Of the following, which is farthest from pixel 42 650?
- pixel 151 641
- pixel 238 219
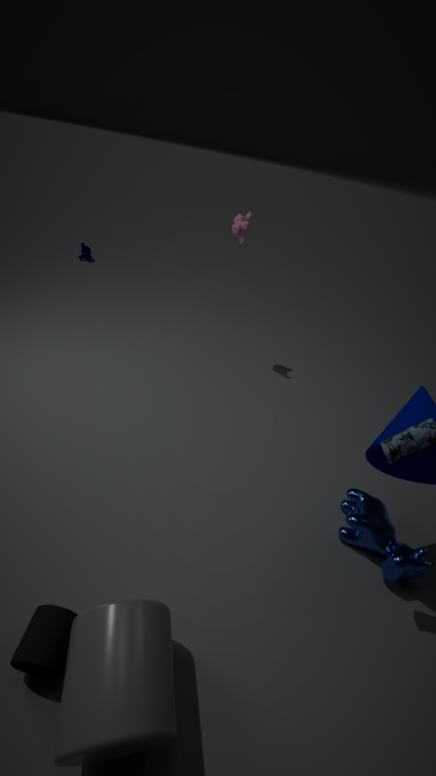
pixel 238 219
